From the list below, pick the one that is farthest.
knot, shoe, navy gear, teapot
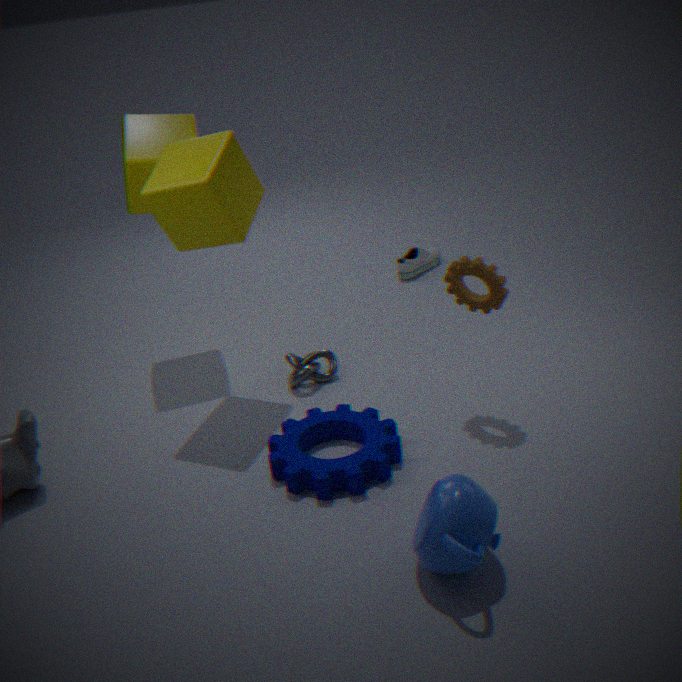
shoe
